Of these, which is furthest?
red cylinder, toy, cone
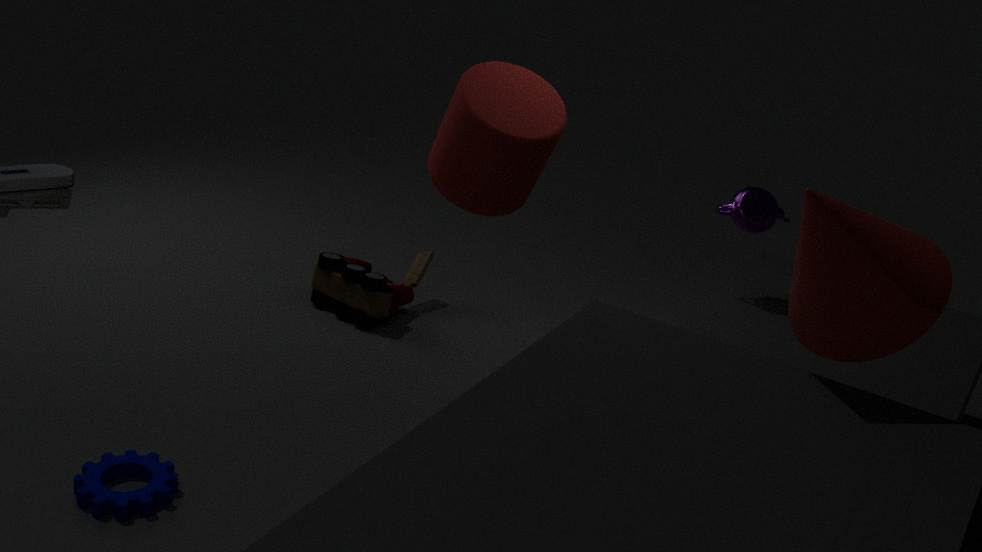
toy
